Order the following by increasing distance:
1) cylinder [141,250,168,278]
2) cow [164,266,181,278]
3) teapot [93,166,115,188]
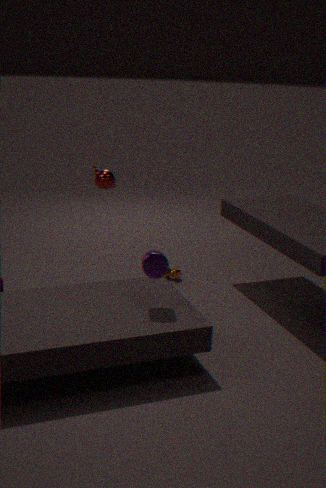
1. 1. cylinder [141,250,168,278]
2. 3. teapot [93,166,115,188]
3. 2. cow [164,266,181,278]
